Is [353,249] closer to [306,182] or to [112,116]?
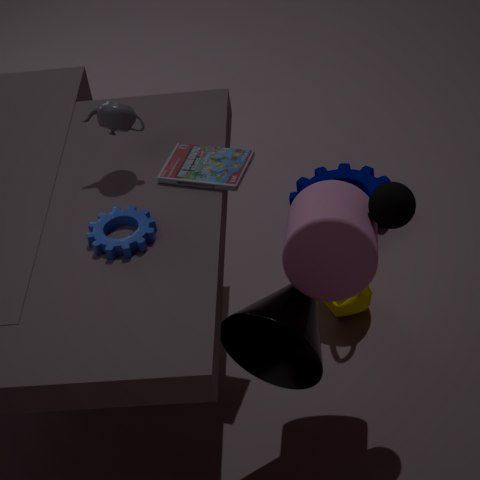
[112,116]
